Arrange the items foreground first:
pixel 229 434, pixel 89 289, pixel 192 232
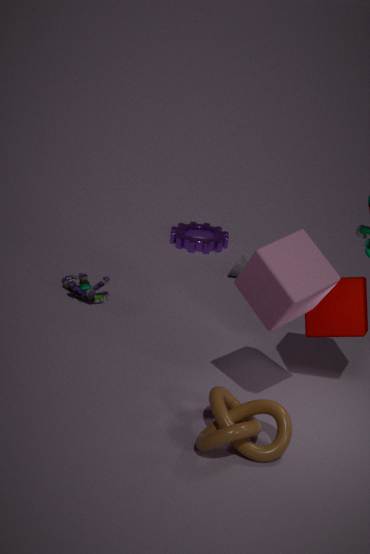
pixel 229 434 < pixel 89 289 < pixel 192 232
